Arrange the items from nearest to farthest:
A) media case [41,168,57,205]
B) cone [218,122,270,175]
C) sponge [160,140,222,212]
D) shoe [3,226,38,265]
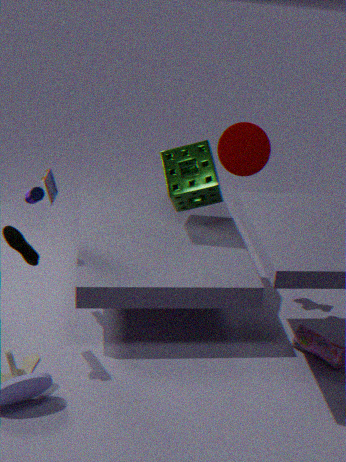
1. shoe [3,226,38,265]
2. sponge [160,140,222,212]
3. cone [218,122,270,175]
4. media case [41,168,57,205]
